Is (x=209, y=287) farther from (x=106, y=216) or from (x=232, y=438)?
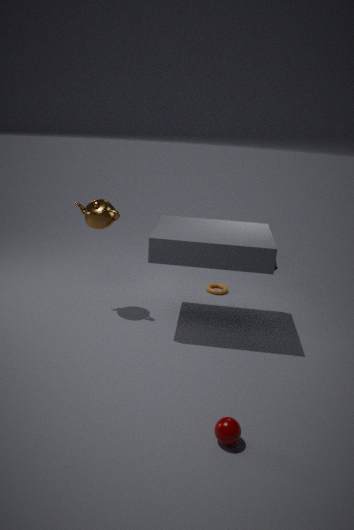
(x=232, y=438)
